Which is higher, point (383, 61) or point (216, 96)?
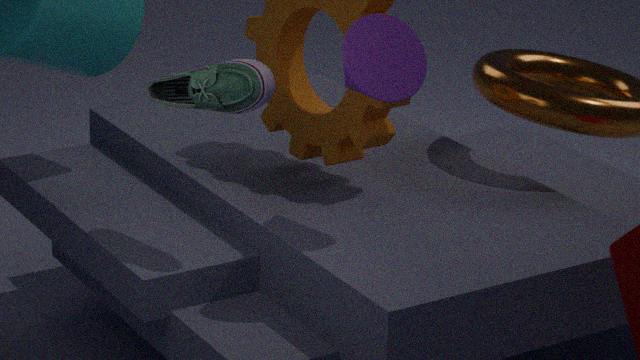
point (383, 61)
